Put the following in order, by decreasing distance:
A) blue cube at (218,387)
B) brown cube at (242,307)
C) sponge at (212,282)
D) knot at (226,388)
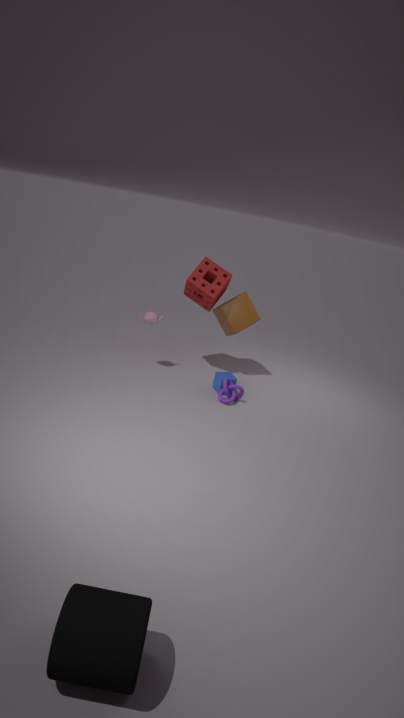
brown cube at (242,307), sponge at (212,282), blue cube at (218,387), knot at (226,388)
